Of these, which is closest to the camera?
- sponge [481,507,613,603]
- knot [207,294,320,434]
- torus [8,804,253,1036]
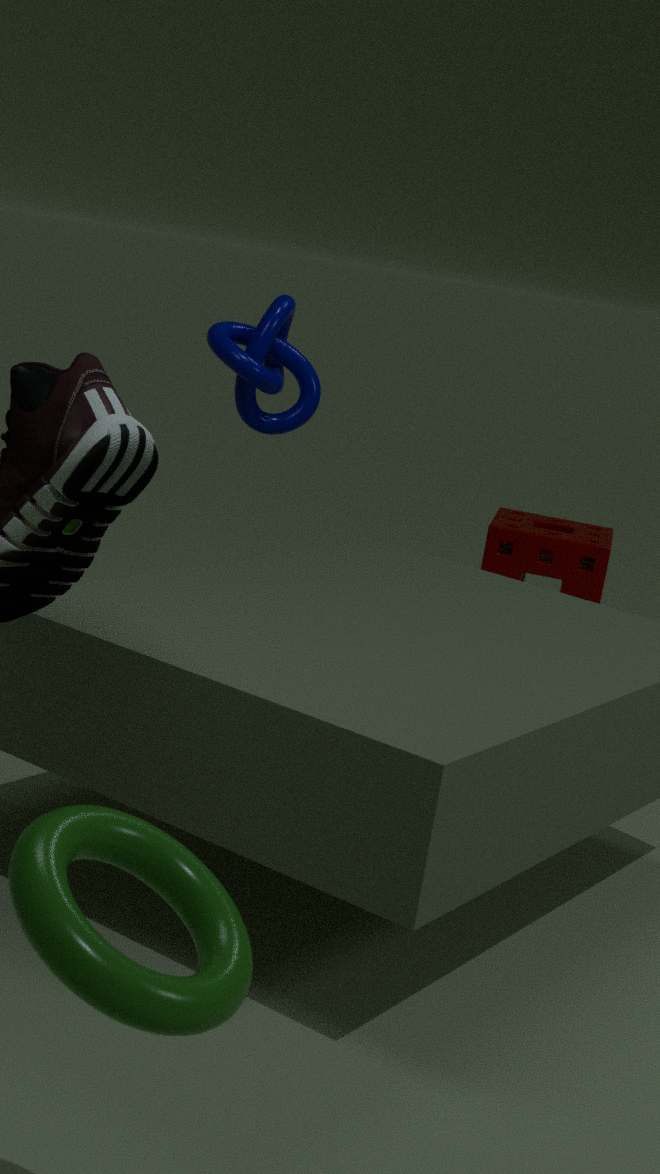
torus [8,804,253,1036]
